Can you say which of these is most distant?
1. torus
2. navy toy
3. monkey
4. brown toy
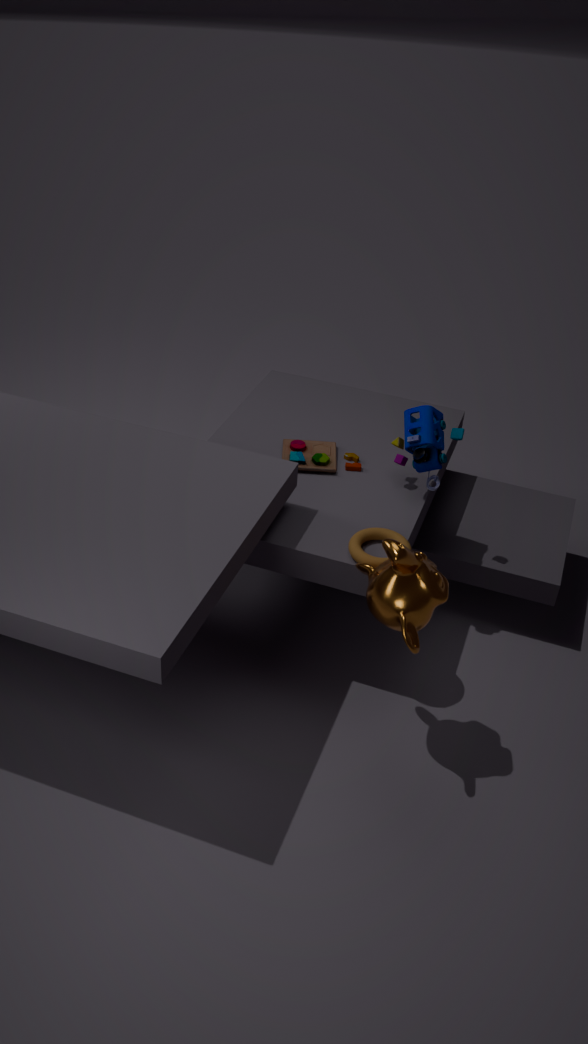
brown toy
